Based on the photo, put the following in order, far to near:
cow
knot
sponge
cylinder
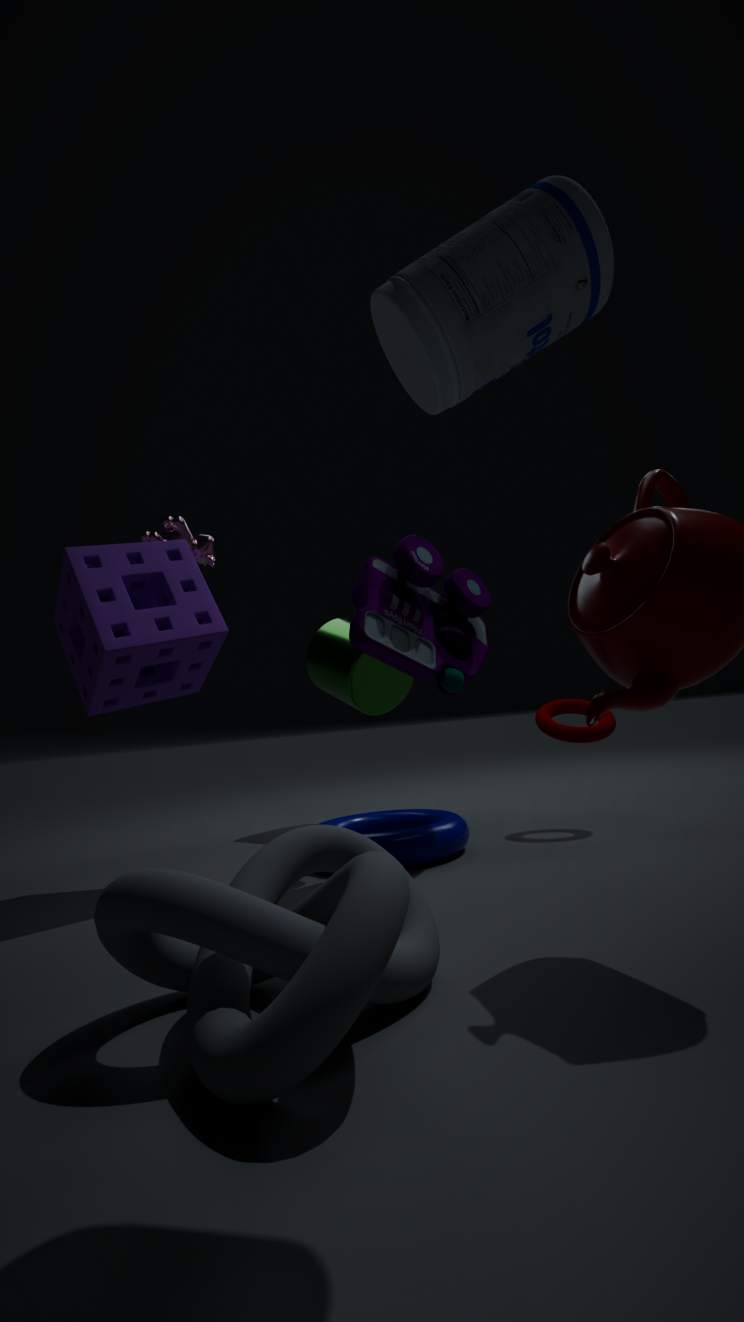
cylinder < cow < sponge < knot
